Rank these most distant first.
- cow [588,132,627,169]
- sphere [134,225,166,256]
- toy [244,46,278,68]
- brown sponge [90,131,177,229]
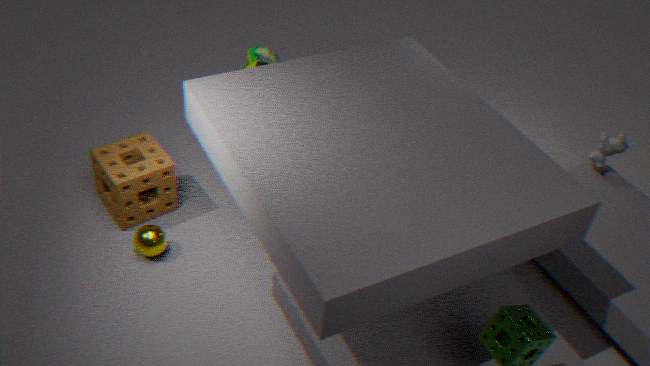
1. cow [588,132,627,169]
2. toy [244,46,278,68]
3. brown sponge [90,131,177,229]
4. sphere [134,225,166,256]
